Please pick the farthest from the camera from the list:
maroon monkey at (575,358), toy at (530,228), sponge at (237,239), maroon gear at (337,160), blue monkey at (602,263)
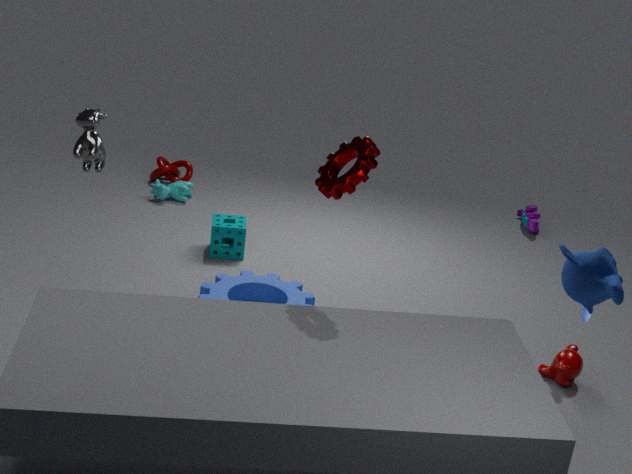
toy at (530,228)
